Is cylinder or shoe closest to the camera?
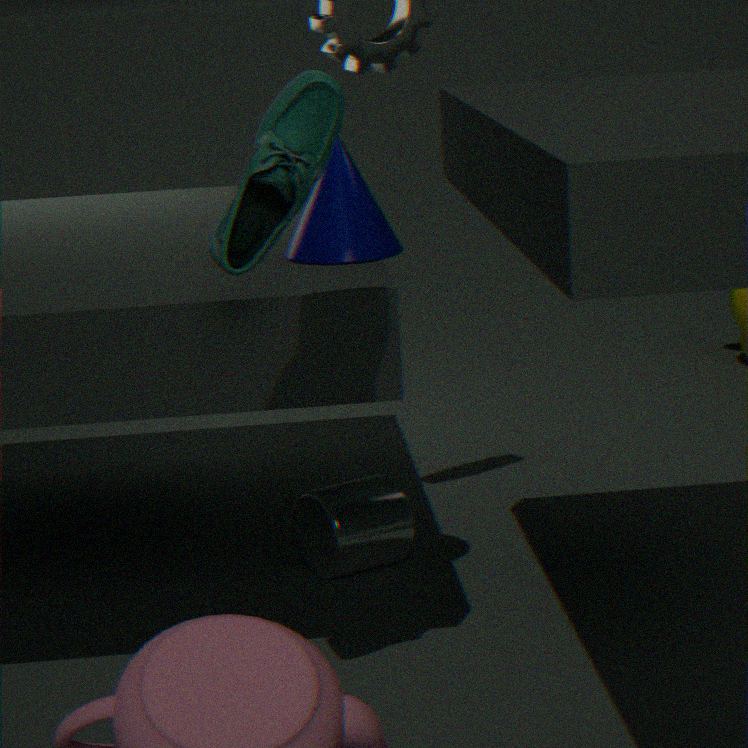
shoe
